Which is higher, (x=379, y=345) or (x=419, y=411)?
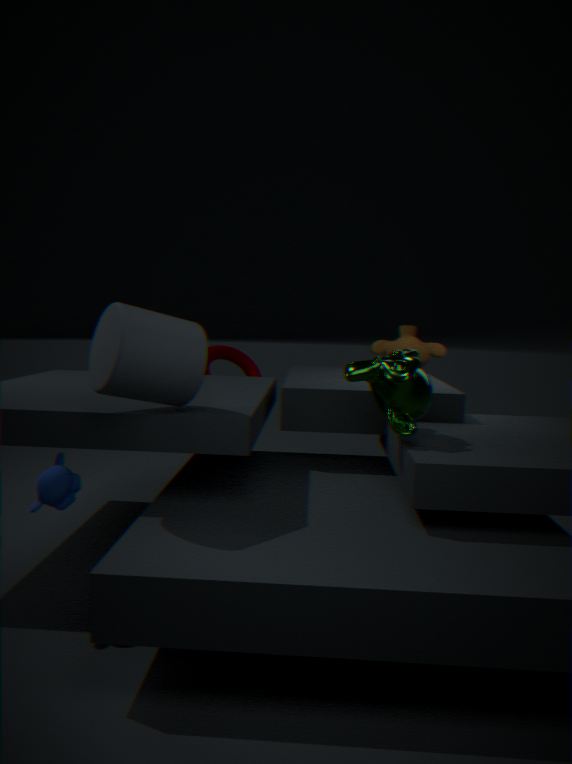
(x=379, y=345)
